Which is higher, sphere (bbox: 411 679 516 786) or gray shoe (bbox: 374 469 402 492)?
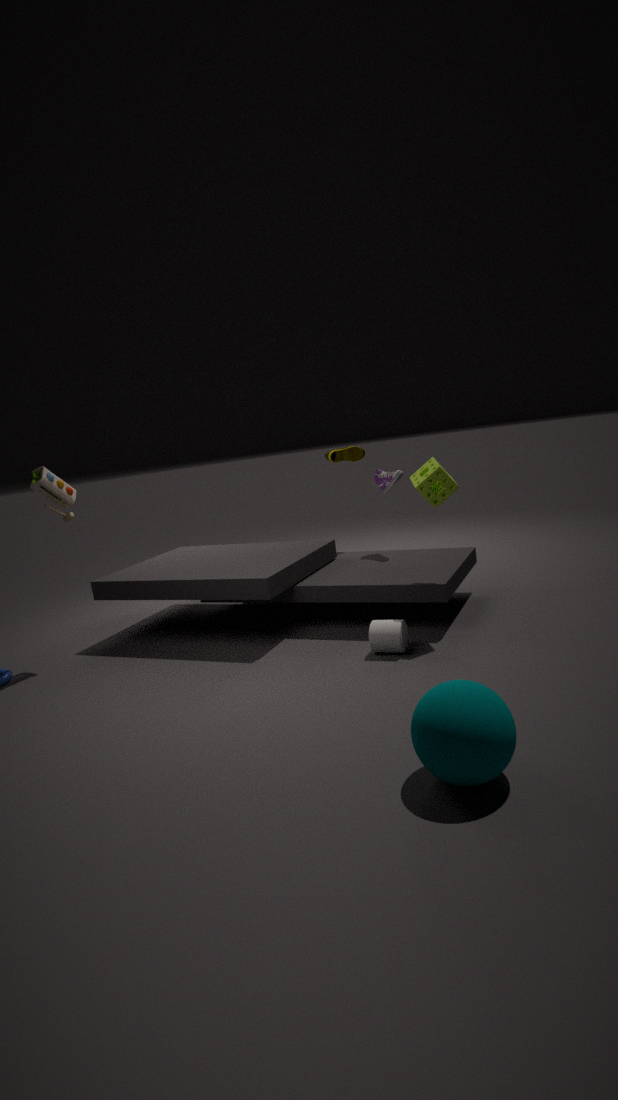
gray shoe (bbox: 374 469 402 492)
